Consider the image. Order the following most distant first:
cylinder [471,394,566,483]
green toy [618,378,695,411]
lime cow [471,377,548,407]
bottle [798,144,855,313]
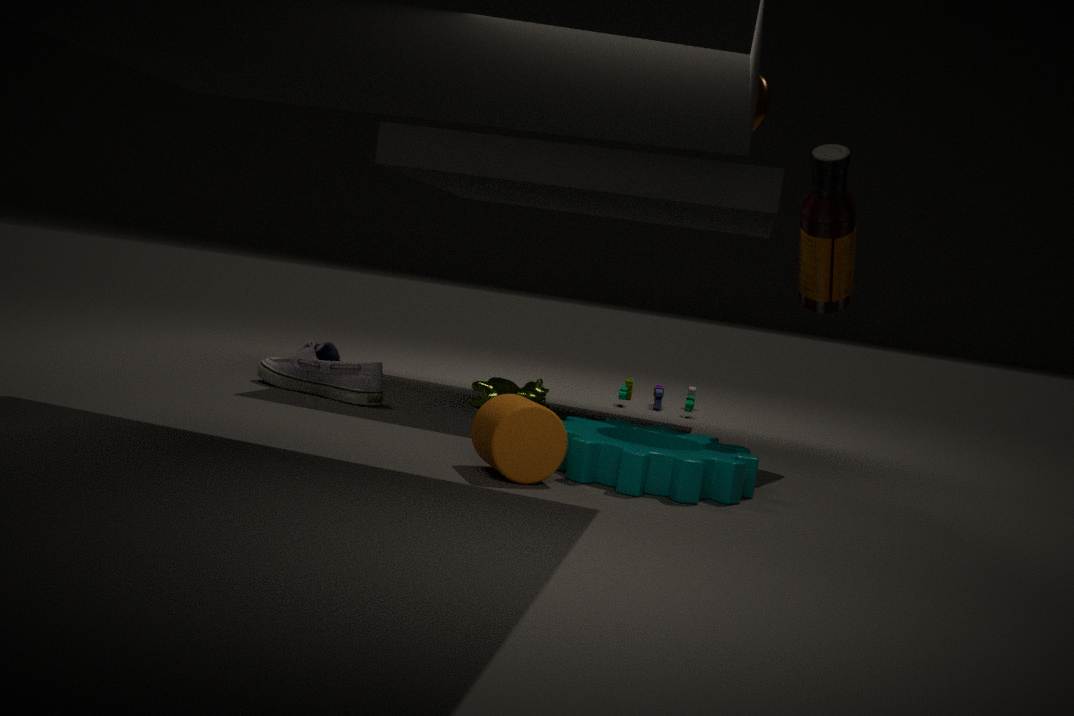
green toy [618,378,695,411] → lime cow [471,377,548,407] → bottle [798,144,855,313] → cylinder [471,394,566,483]
